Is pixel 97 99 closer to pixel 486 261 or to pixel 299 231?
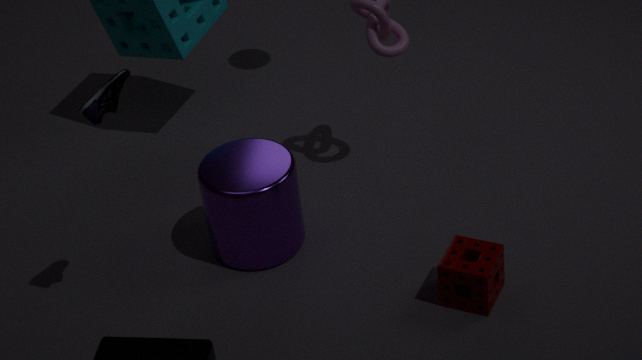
pixel 299 231
